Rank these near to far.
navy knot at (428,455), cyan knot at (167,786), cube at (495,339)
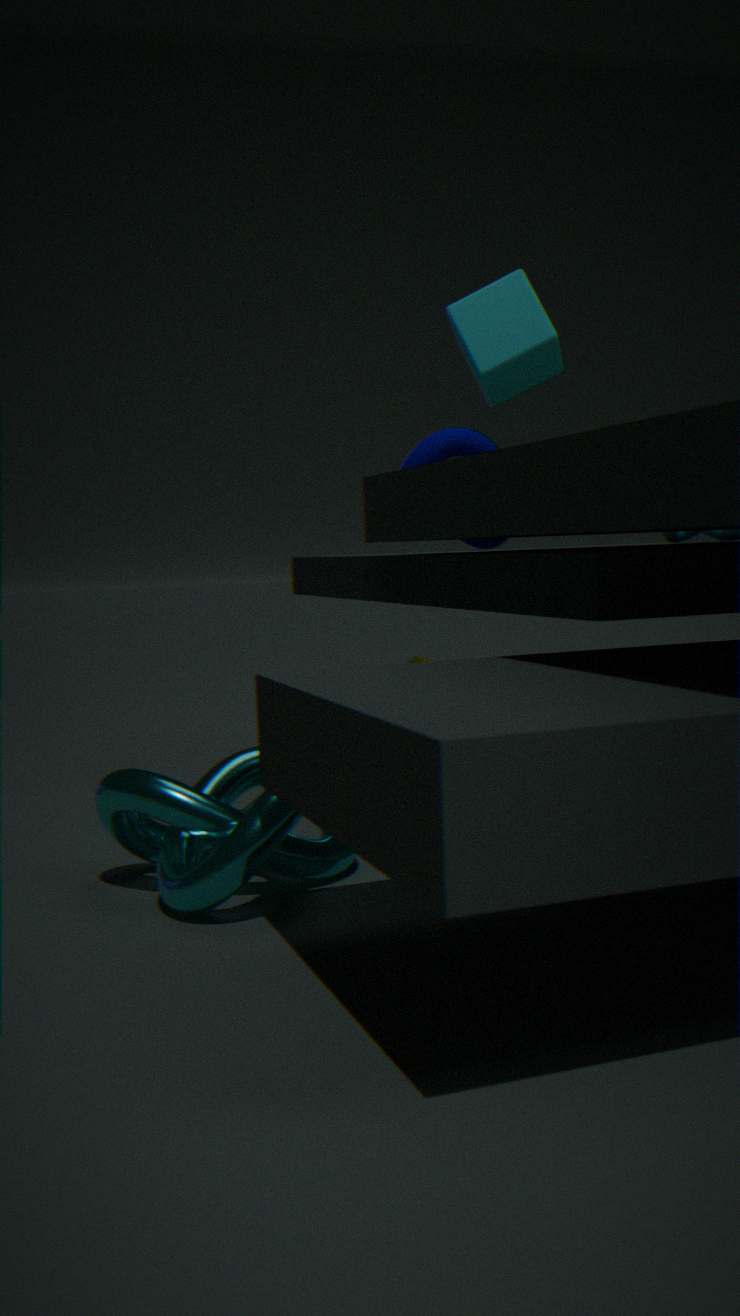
cyan knot at (167,786) < cube at (495,339) < navy knot at (428,455)
